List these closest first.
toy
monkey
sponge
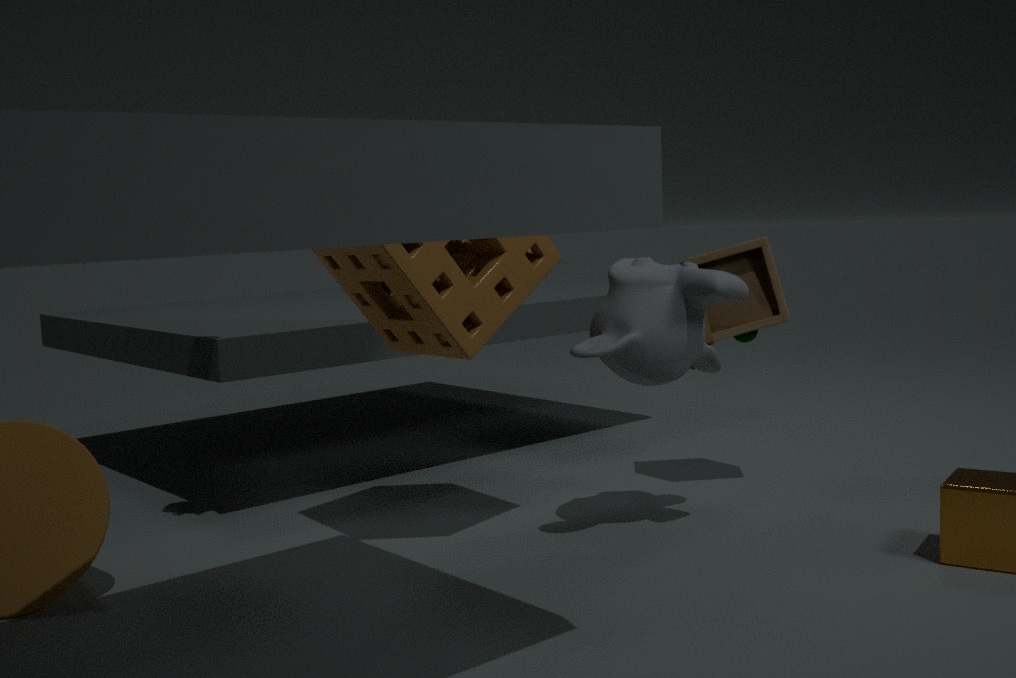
sponge, monkey, toy
